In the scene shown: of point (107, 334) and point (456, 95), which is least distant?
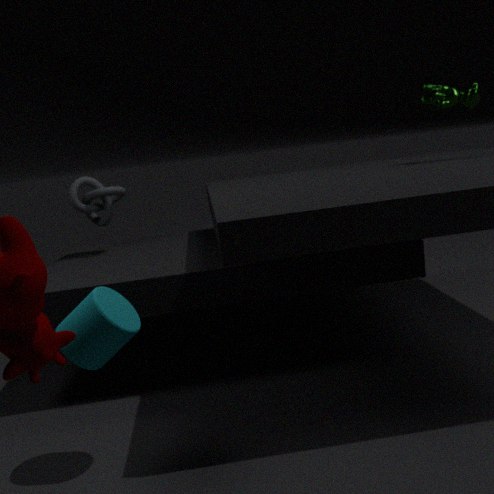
point (107, 334)
